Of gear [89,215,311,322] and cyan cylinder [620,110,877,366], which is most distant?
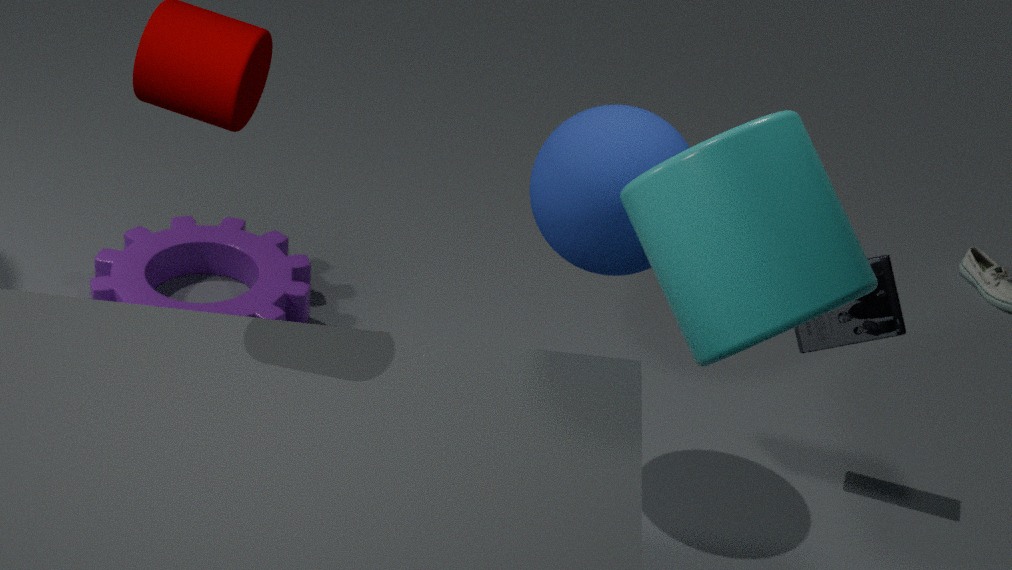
gear [89,215,311,322]
